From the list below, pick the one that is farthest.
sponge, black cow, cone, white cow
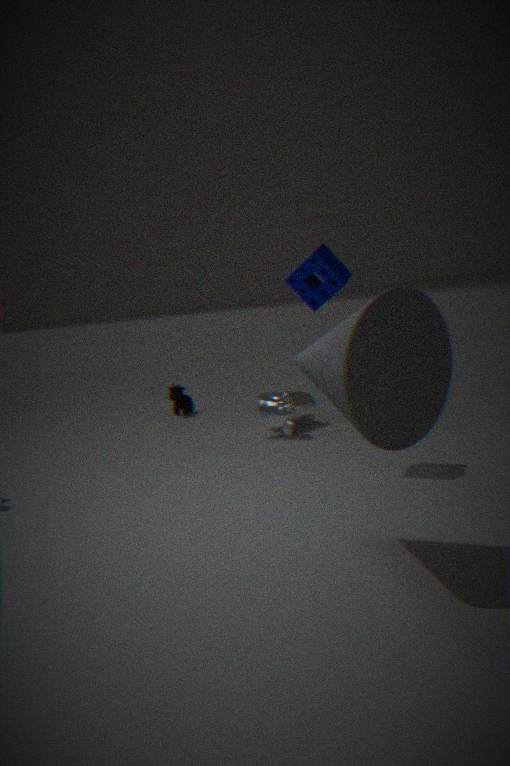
black cow
